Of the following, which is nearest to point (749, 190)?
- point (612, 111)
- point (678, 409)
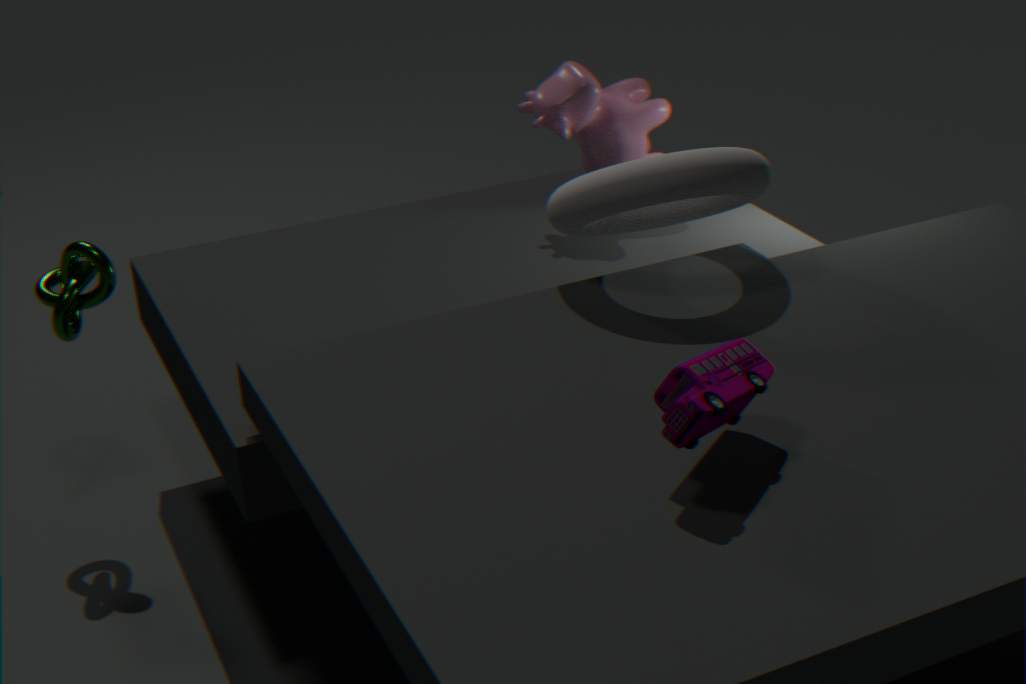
point (612, 111)
